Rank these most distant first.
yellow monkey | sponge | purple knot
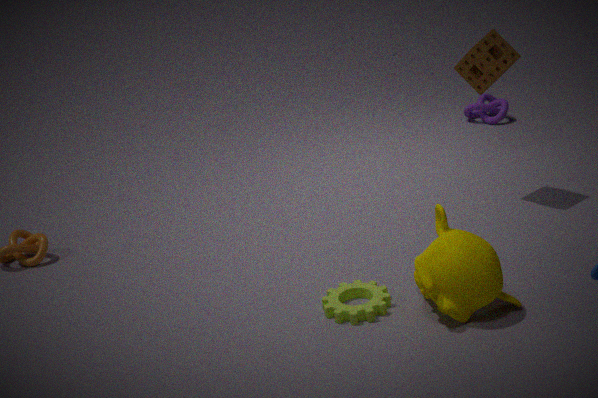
purple knot < sponge < yellow monkey
